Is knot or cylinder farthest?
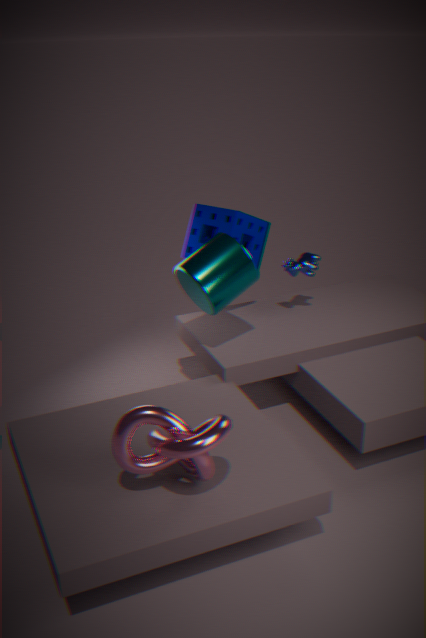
cylinder
